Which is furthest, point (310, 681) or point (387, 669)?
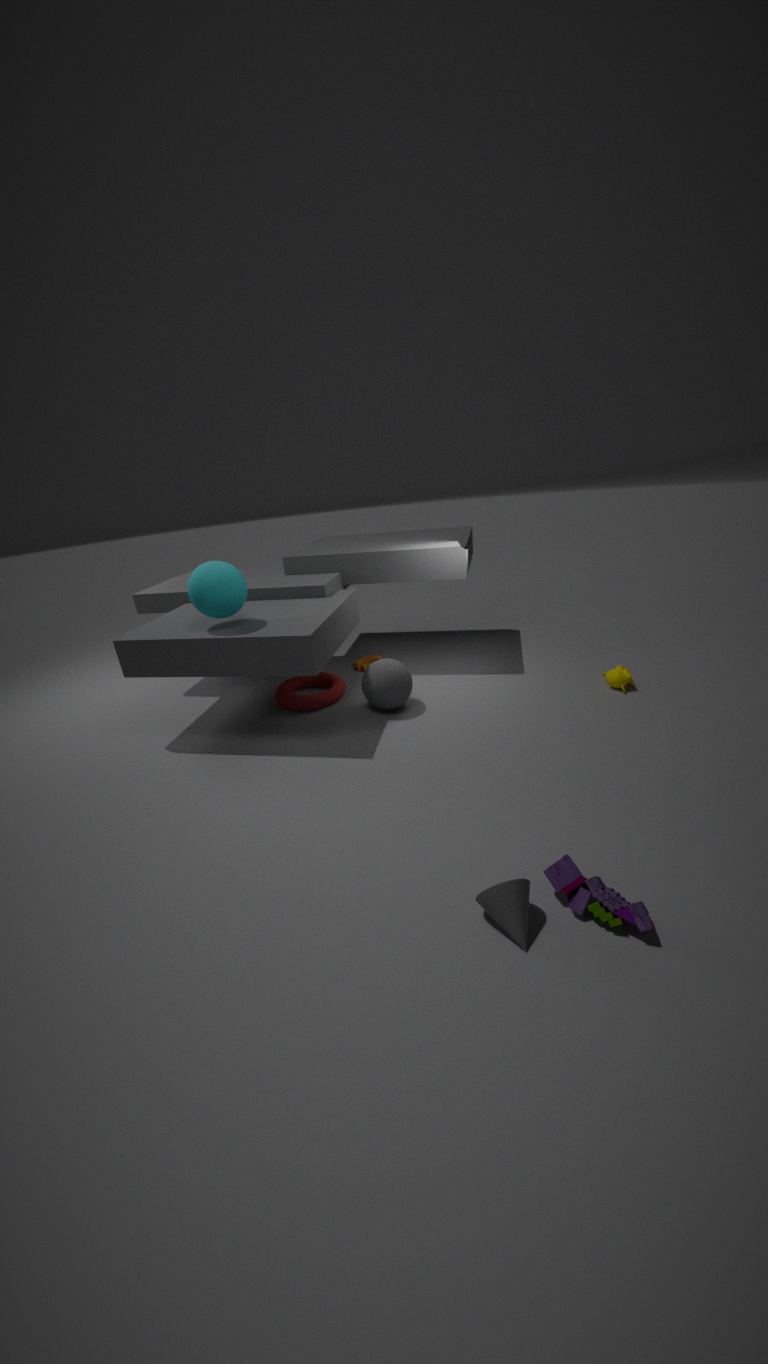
point (310, 681)
